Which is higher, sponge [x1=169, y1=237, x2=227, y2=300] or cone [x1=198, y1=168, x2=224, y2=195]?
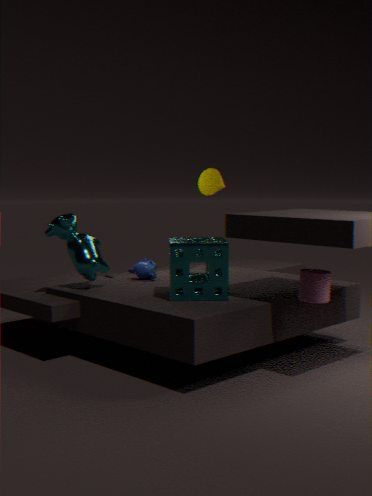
cone [x1=198, y1=168, x2=224, y2=195]
